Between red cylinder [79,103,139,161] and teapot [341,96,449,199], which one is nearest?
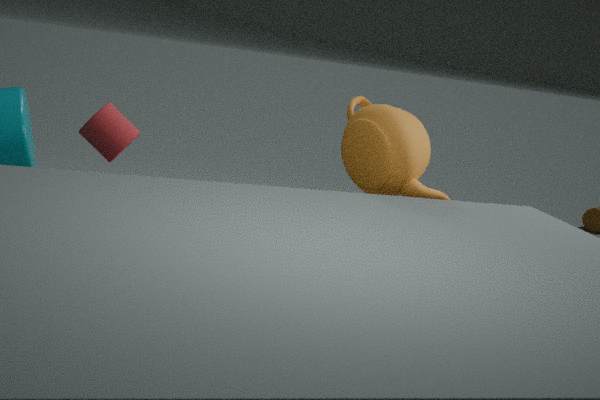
teapot [341,96,449,199]
